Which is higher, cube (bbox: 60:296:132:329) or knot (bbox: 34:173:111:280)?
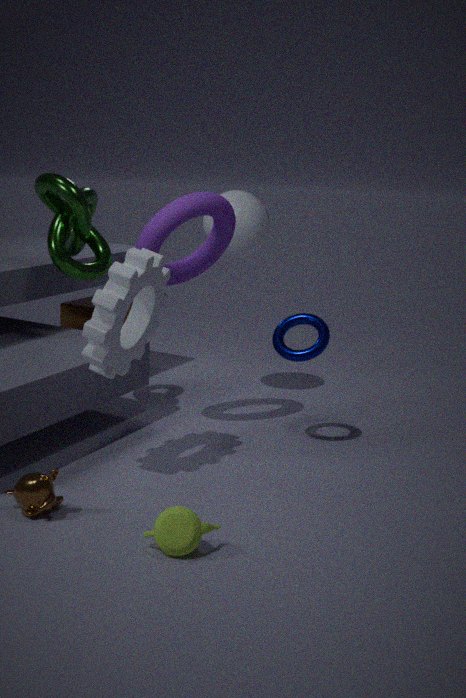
knot (bbox: 34:173:111:280)
